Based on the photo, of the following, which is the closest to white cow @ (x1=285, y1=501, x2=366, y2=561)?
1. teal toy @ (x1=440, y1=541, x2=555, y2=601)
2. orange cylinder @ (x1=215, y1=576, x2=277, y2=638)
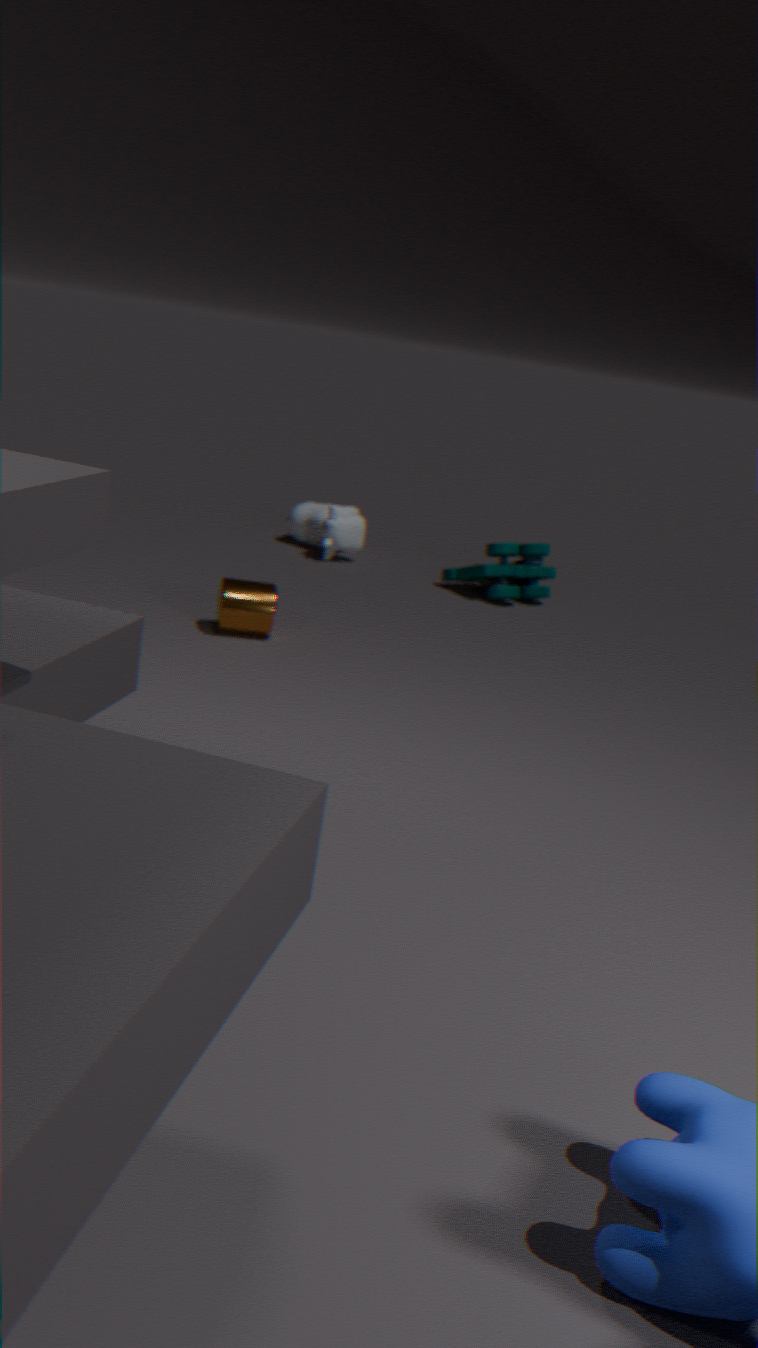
teal toy @ (x1=440, y1=541, x2=555, y2=601)
